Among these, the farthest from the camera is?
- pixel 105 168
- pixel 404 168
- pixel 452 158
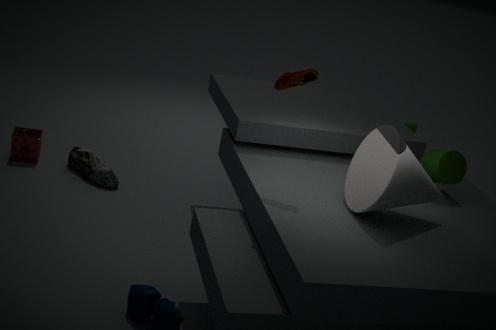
pixel 105 168
